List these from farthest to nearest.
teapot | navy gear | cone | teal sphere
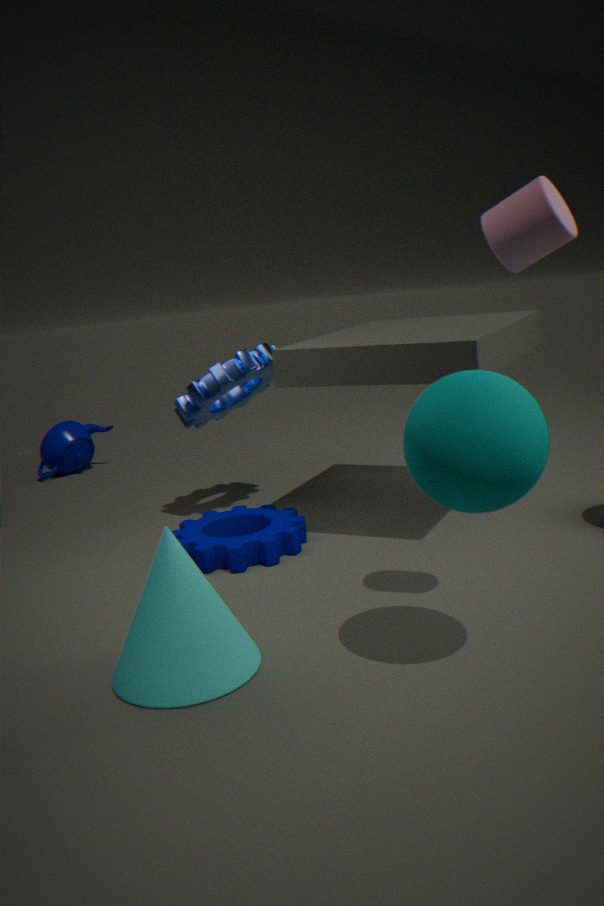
teapot → navy gear → cone → teal sphere
